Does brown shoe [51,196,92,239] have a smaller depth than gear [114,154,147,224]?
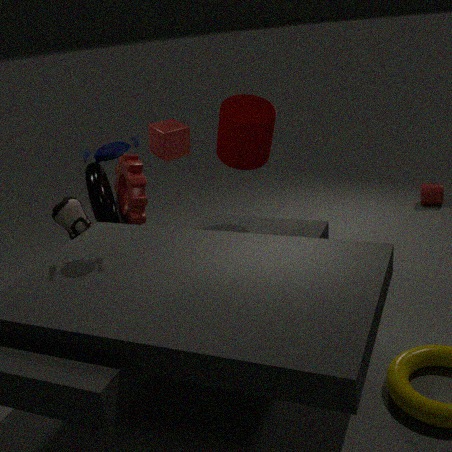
Yes
